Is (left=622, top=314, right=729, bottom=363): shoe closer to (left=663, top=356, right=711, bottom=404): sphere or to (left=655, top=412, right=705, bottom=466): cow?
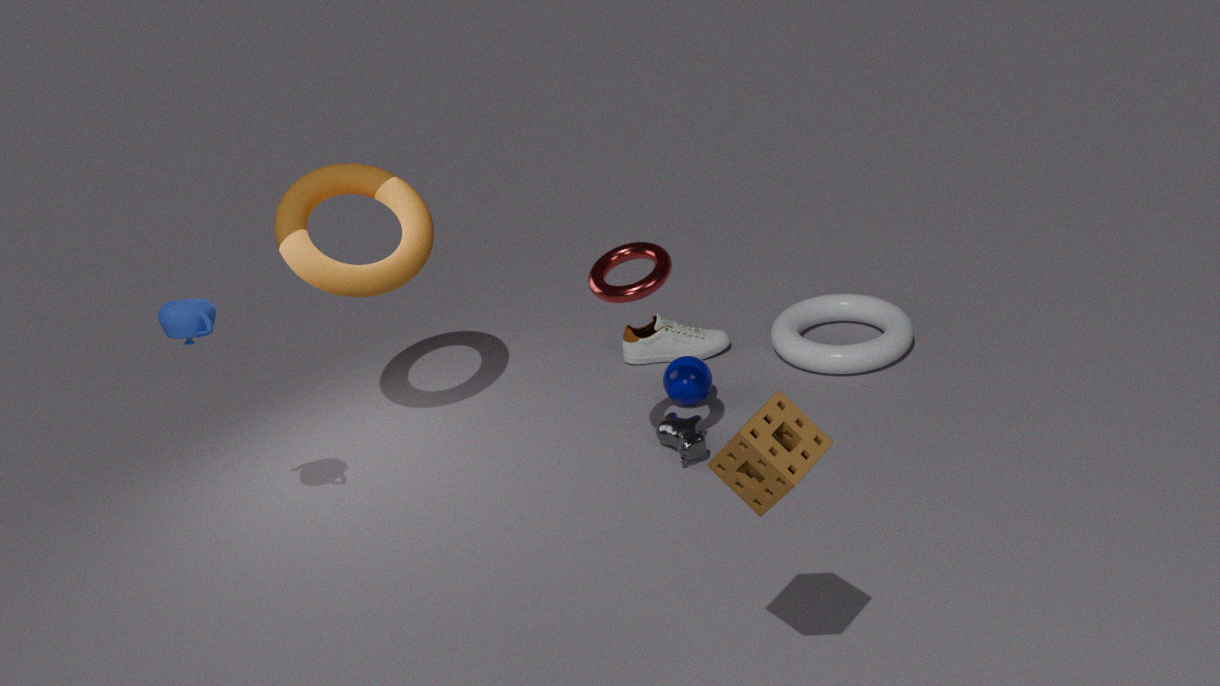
(left=663, top=356, right=711, bottom=404): sphere
